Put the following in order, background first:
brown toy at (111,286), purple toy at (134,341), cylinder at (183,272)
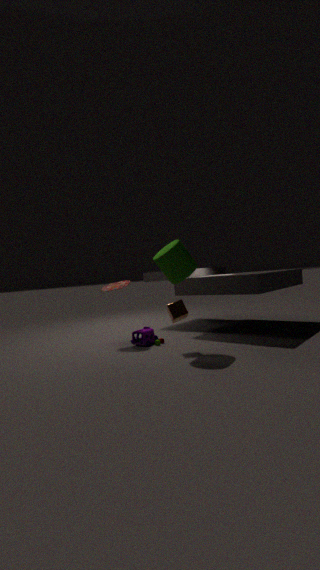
brown toy at (111,286)
purple toy at (134,341)
cylinder at (183,272)
